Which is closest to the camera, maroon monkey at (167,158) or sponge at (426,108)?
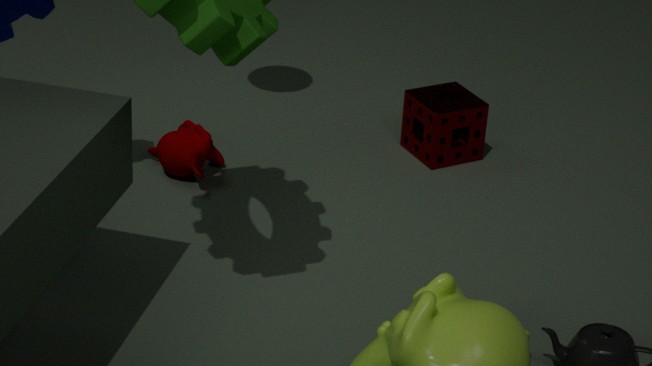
maroon monkey at (167,158)
